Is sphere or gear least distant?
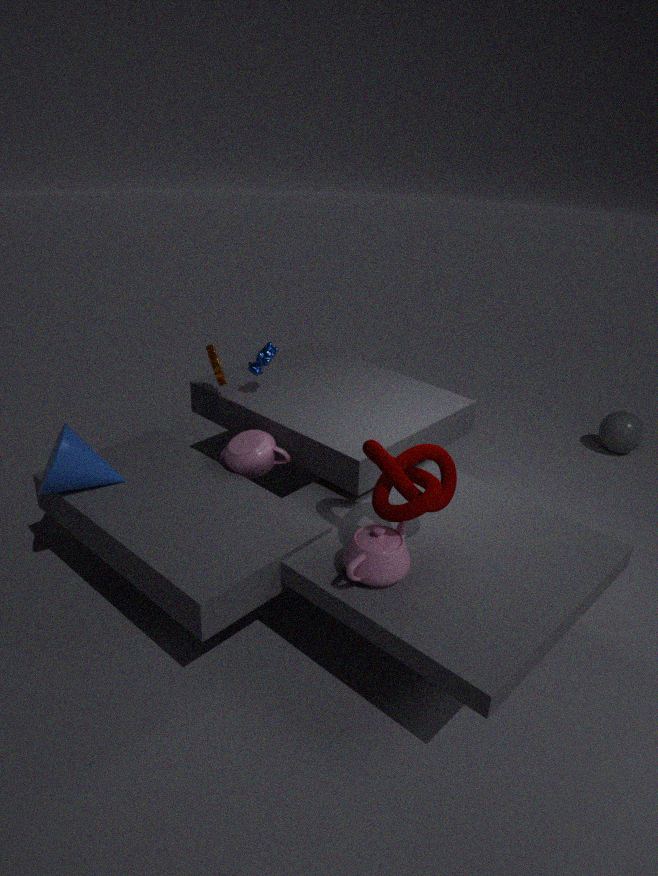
gear
